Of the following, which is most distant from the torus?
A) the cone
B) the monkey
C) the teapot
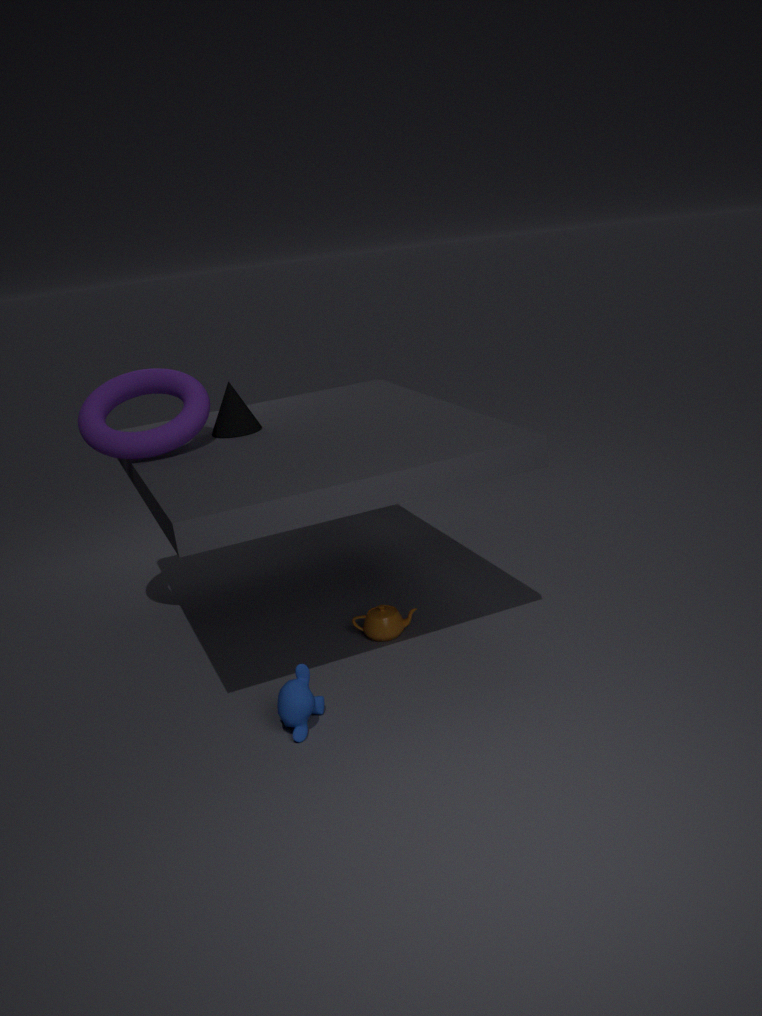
the monkey
